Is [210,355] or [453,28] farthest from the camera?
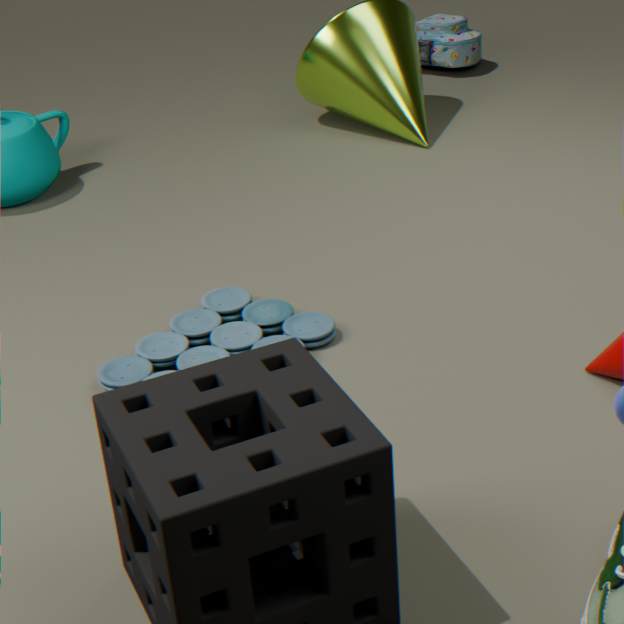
[453,28]
